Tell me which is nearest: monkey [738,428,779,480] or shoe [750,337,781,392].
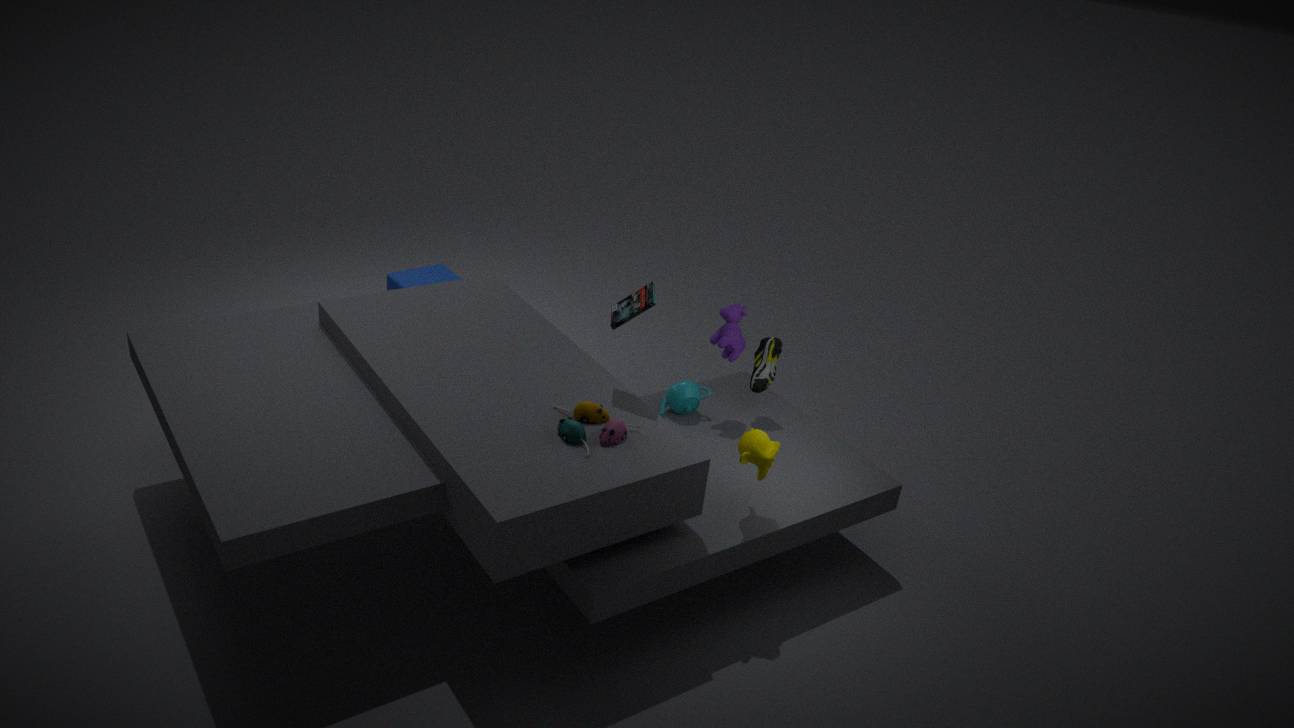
monkey [738,428,779,480]
